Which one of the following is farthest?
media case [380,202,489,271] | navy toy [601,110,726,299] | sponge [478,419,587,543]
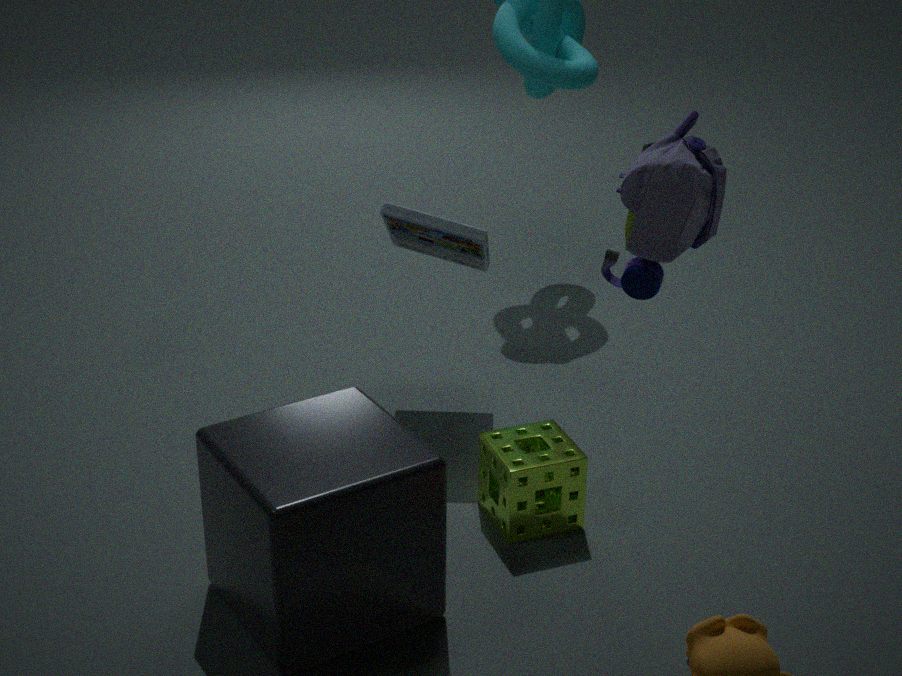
media case [380,202,489,271]
